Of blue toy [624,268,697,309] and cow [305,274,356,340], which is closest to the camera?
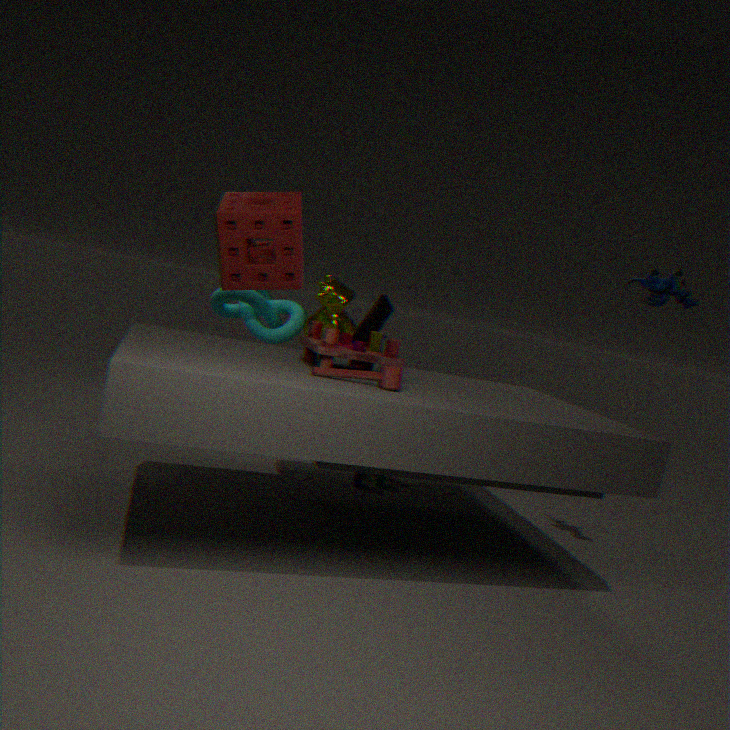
blue toy [624,268,697,309]
